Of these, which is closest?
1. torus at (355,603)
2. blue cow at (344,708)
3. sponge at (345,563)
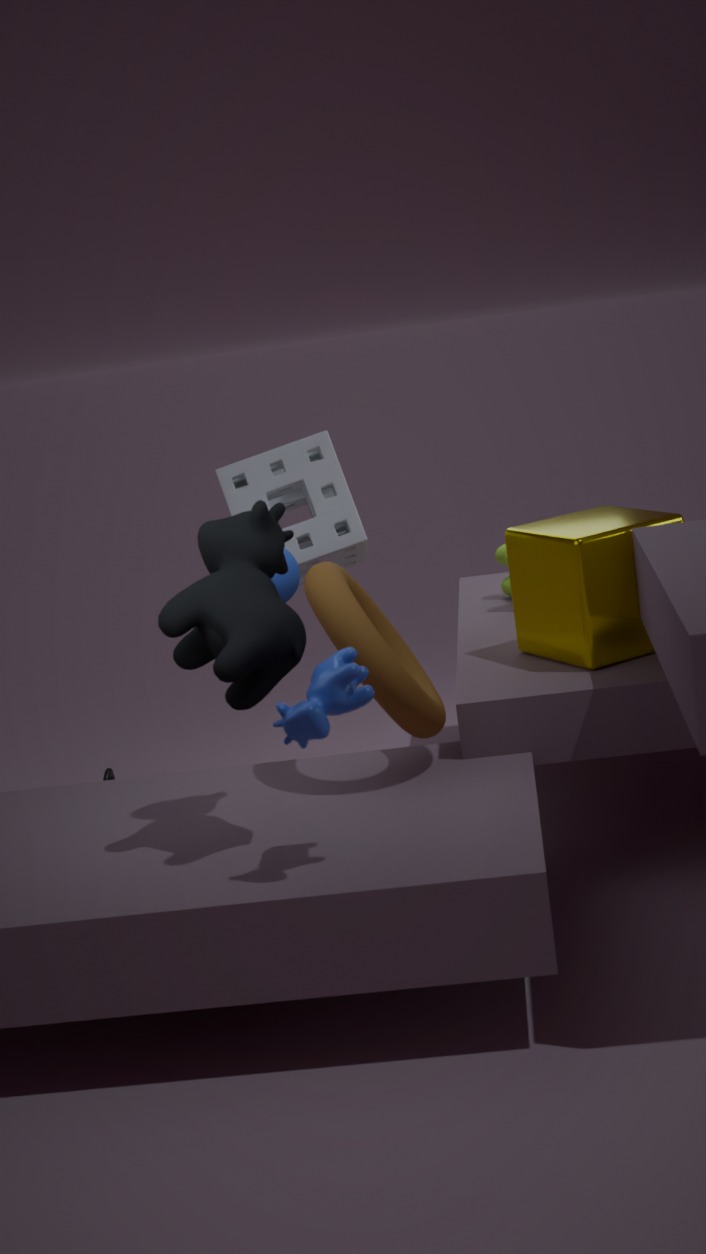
blue cow at (344,708)
